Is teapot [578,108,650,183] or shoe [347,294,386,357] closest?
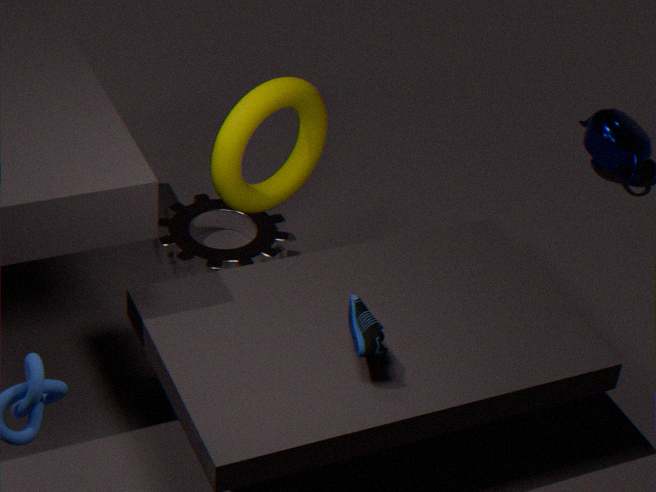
shoe [347,294,386,357]
